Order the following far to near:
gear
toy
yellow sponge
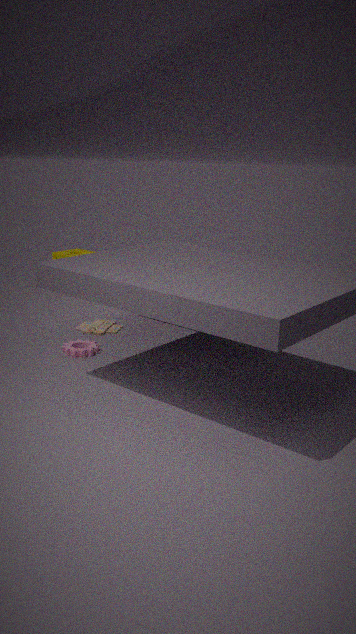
1. yellow sponge
2. toy
3. gear
